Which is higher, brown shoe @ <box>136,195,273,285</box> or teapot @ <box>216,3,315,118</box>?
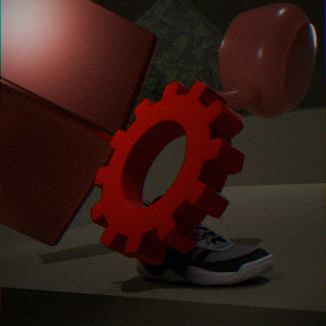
teapot @ <box>216,3,315,118</box>
